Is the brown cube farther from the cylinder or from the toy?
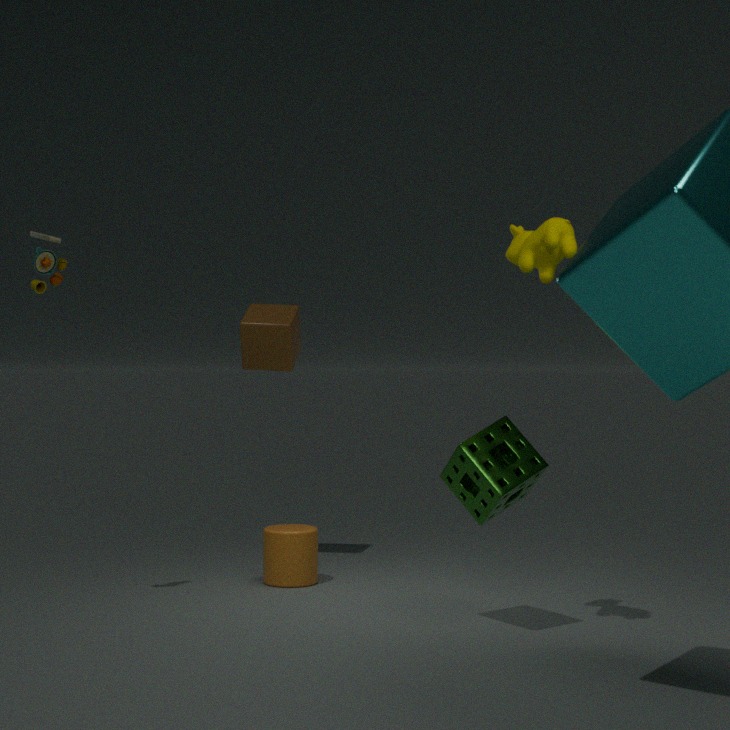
the toy
